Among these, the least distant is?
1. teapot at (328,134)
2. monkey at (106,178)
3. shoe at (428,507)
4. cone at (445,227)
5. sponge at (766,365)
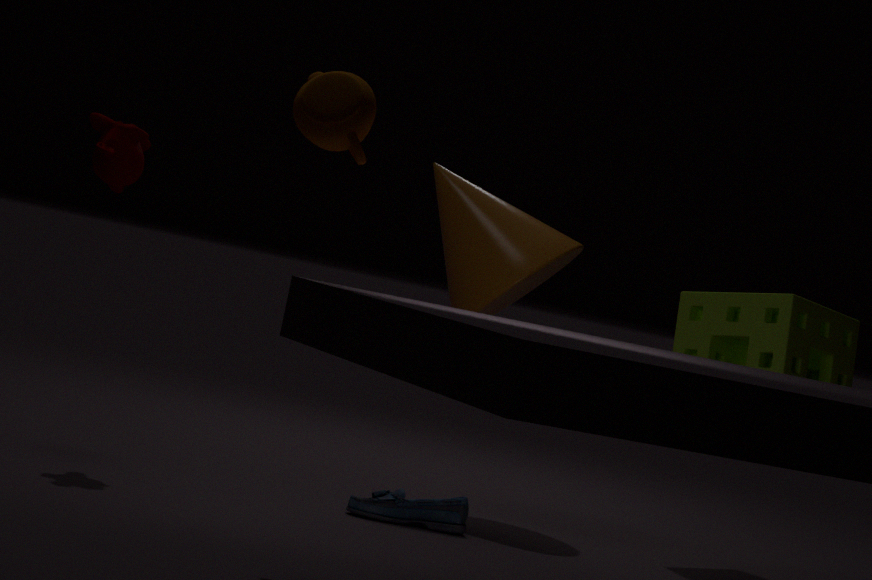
teapot at (328,134)
